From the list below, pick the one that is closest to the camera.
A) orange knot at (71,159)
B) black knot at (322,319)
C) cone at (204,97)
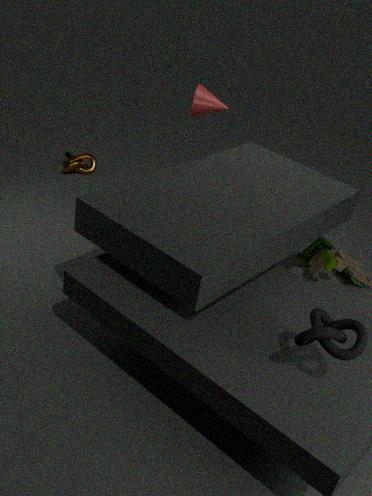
black knot at (322,319)
